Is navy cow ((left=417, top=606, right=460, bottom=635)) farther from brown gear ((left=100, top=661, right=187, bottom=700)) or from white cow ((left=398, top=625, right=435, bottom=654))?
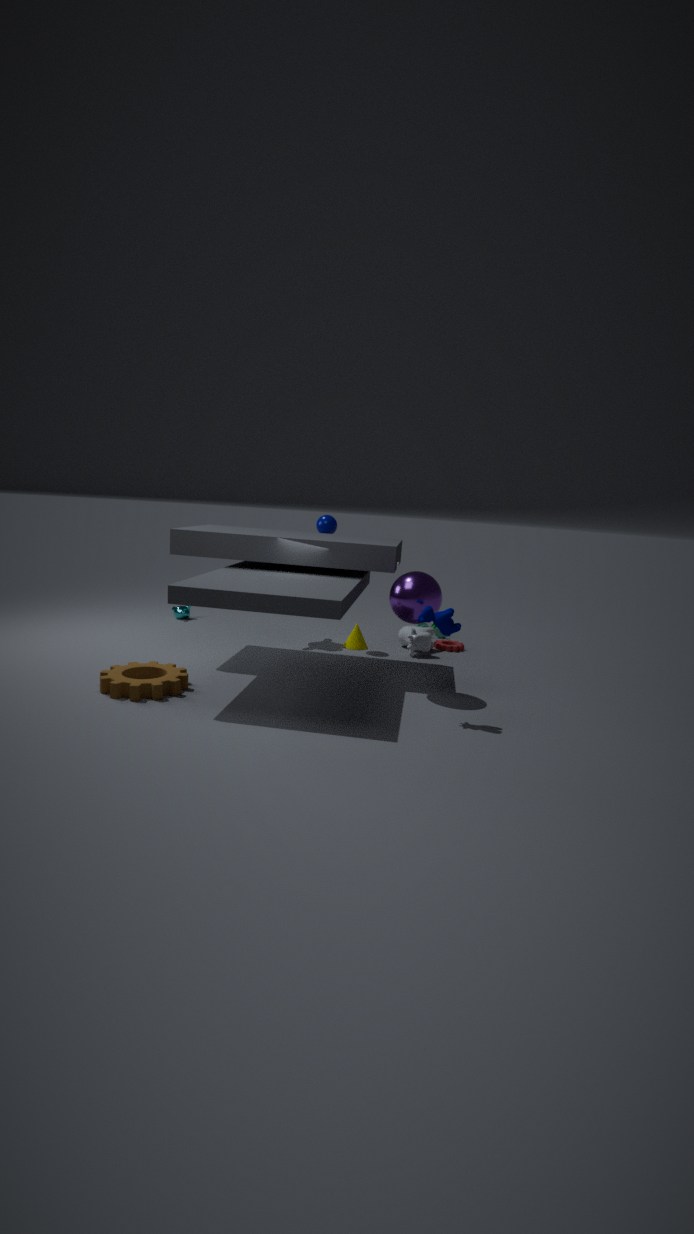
brown gear ((left=100, top=661, right=187, bottom=700))
